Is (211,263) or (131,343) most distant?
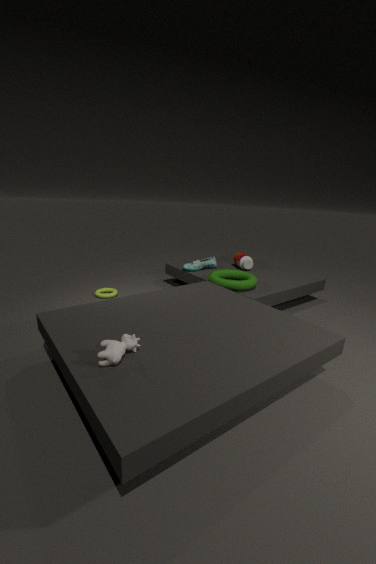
(211,263)
